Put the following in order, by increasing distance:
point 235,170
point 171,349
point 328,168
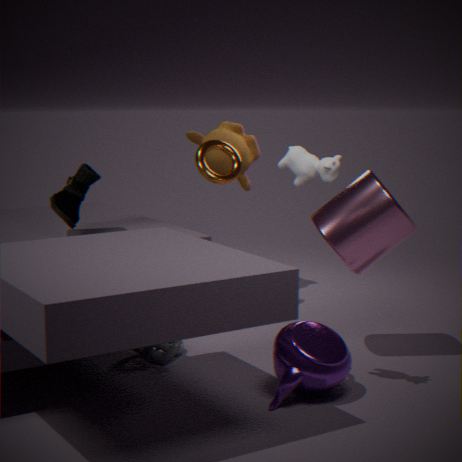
point 328,168 < point 171,349 < point 235,170
